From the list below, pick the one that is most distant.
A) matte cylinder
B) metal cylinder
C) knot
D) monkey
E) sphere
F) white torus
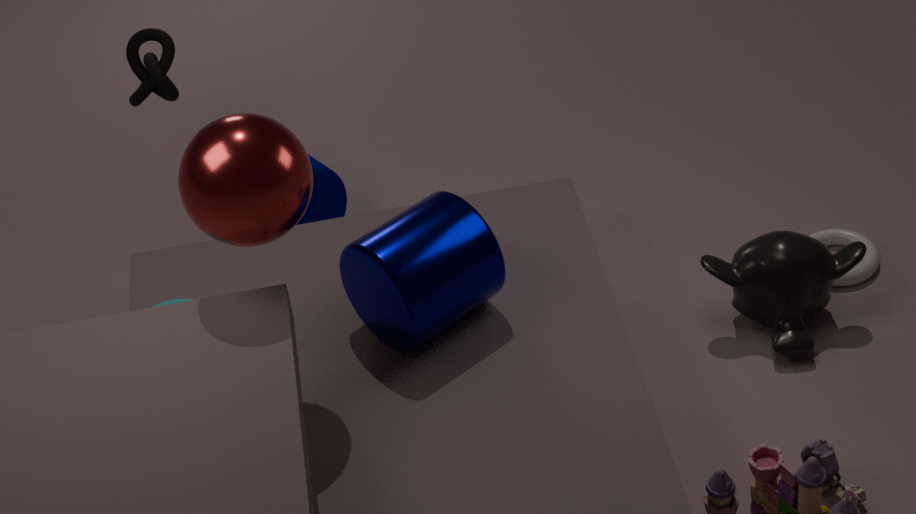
matte cylinder
